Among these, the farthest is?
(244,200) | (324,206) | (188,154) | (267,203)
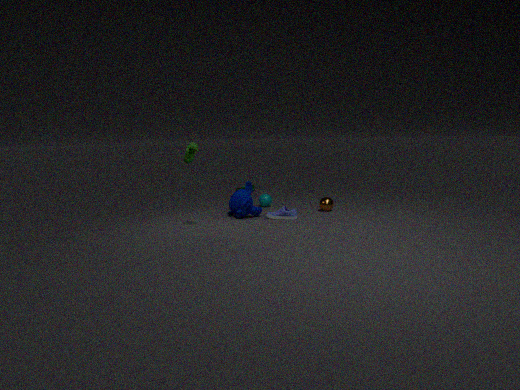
(267,203)
